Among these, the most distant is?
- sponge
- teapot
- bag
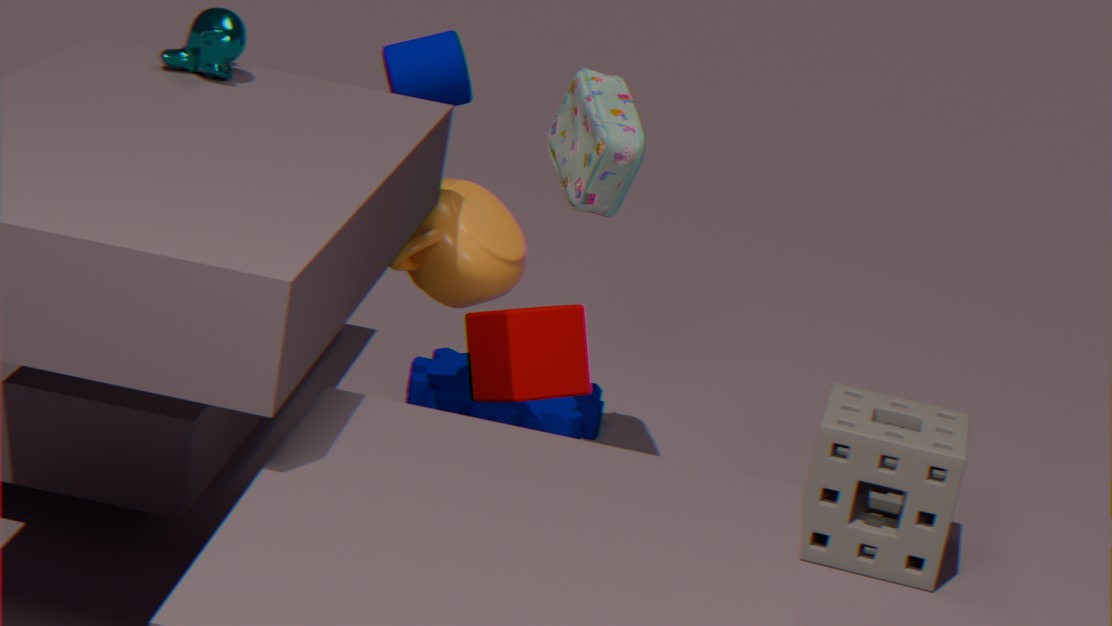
sponge
